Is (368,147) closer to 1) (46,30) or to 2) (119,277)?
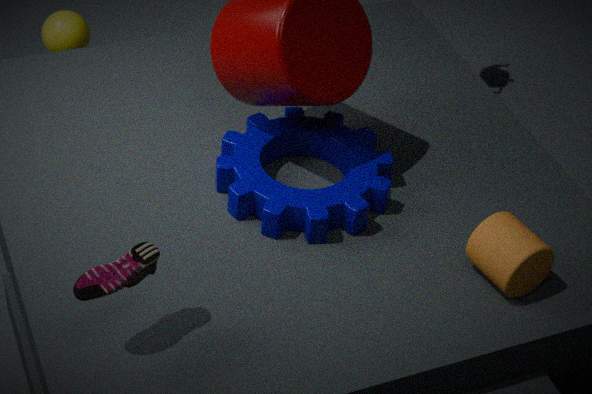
2) (119,277)
